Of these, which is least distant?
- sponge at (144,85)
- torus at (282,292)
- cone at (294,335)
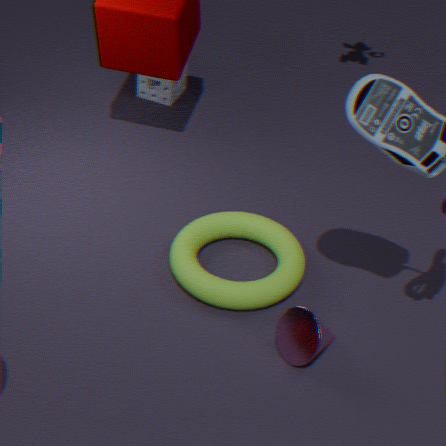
cone at (294,335)
